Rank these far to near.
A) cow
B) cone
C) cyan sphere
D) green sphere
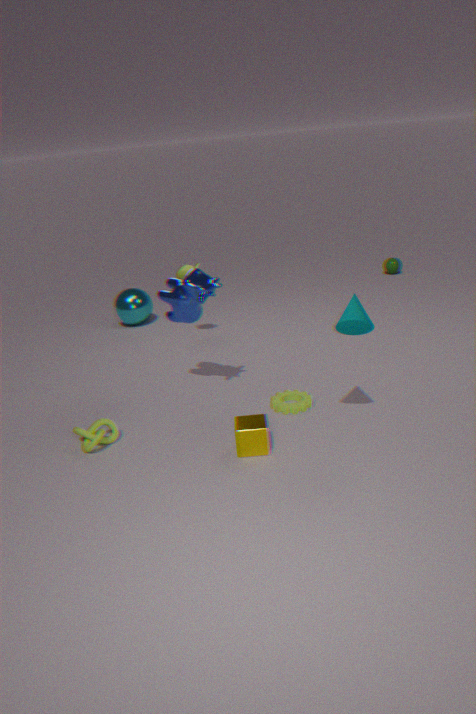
1. green sphere
2. cyan sphere
3. cow
4. cone
